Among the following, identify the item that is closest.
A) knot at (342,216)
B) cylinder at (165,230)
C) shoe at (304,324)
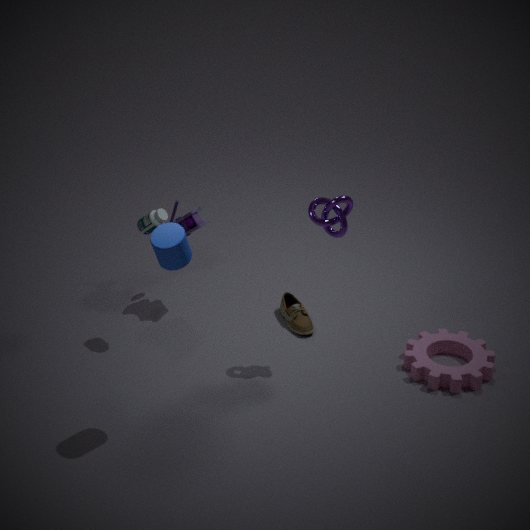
cylinder at (165,230)
